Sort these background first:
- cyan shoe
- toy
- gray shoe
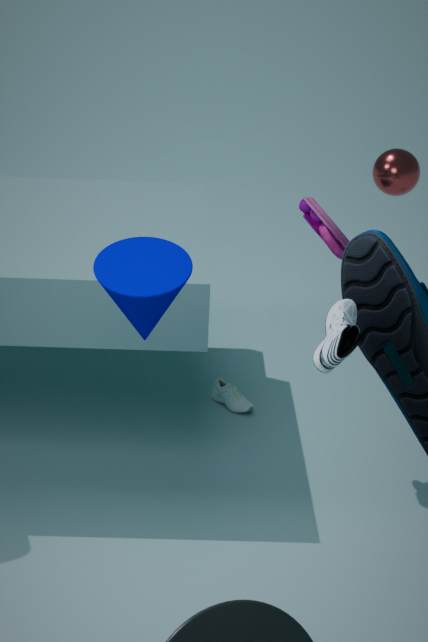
1. cyan shoe
2. toy
3. gray shoe
